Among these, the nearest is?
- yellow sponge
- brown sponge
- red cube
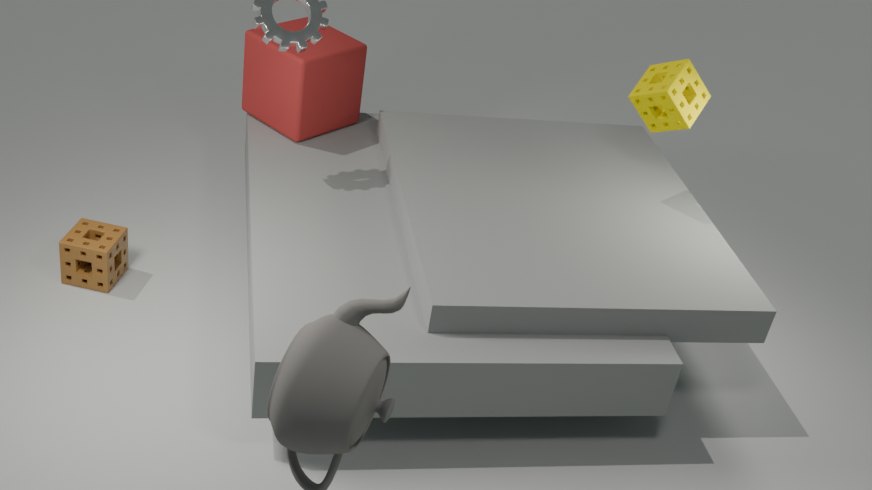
brown sponge
